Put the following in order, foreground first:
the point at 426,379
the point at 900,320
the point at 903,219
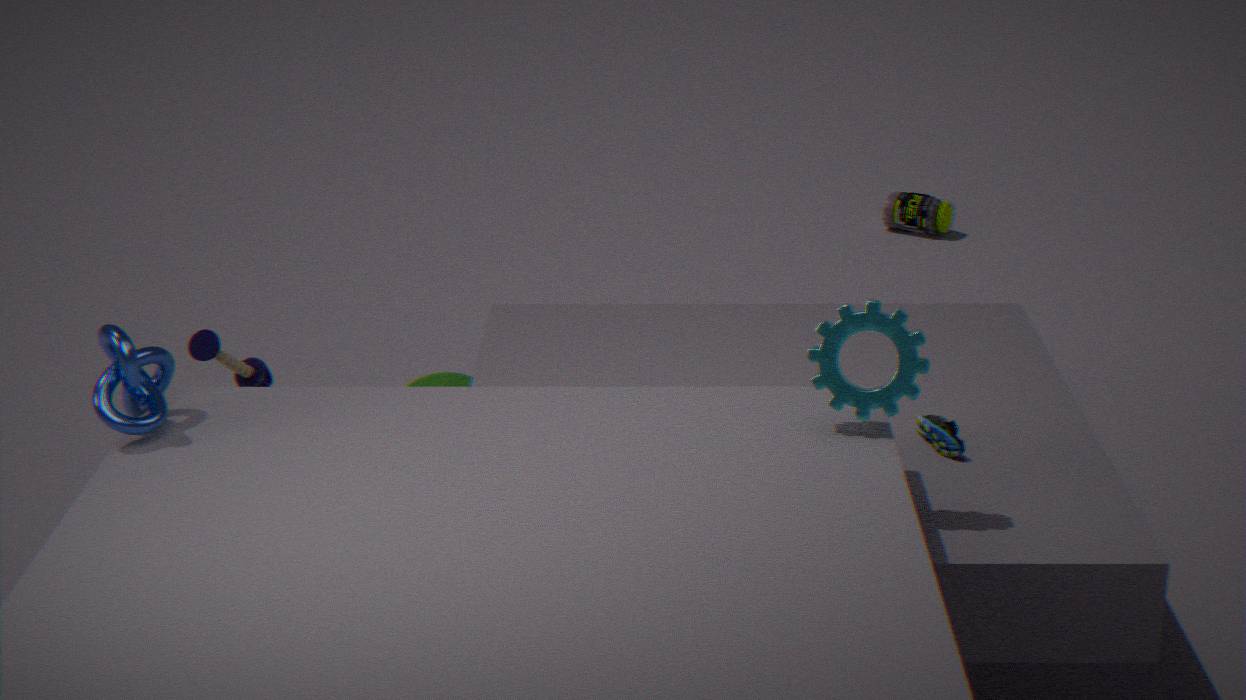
1. the point at 900,320
2. the point at 426,379
3. the point at 903,219
